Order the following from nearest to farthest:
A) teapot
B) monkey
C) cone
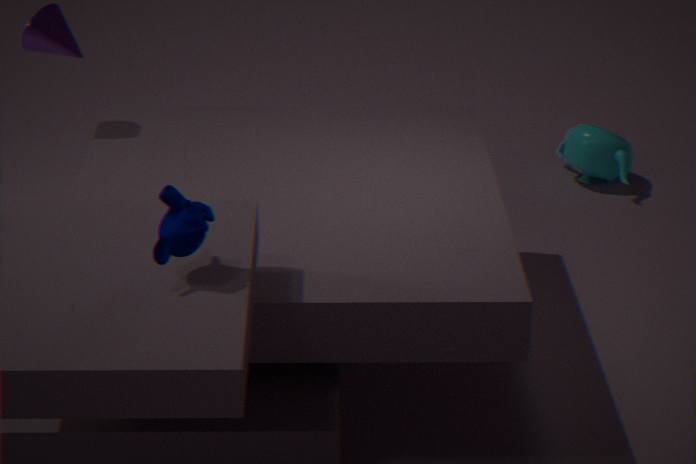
monkey
cone
teapot
